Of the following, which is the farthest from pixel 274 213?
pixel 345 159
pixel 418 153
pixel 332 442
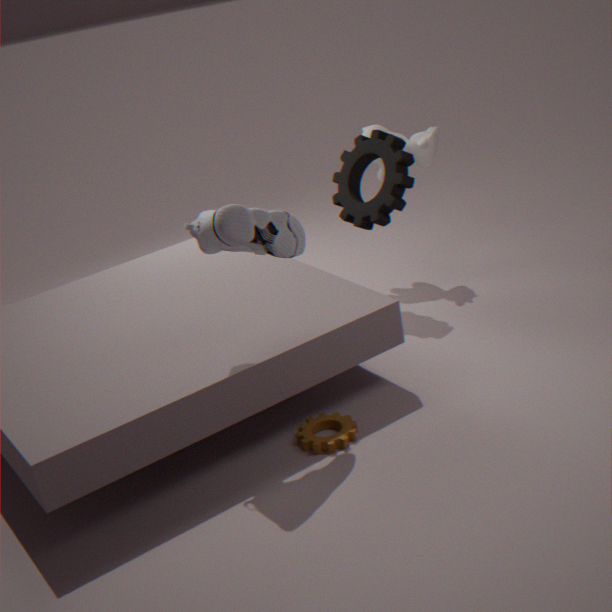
pixel 418 153
